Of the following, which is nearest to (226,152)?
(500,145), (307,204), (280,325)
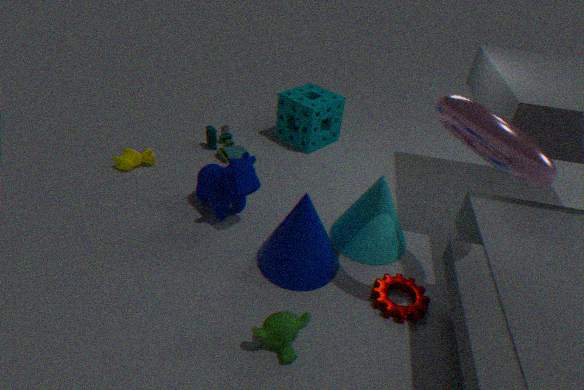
(307,204)
